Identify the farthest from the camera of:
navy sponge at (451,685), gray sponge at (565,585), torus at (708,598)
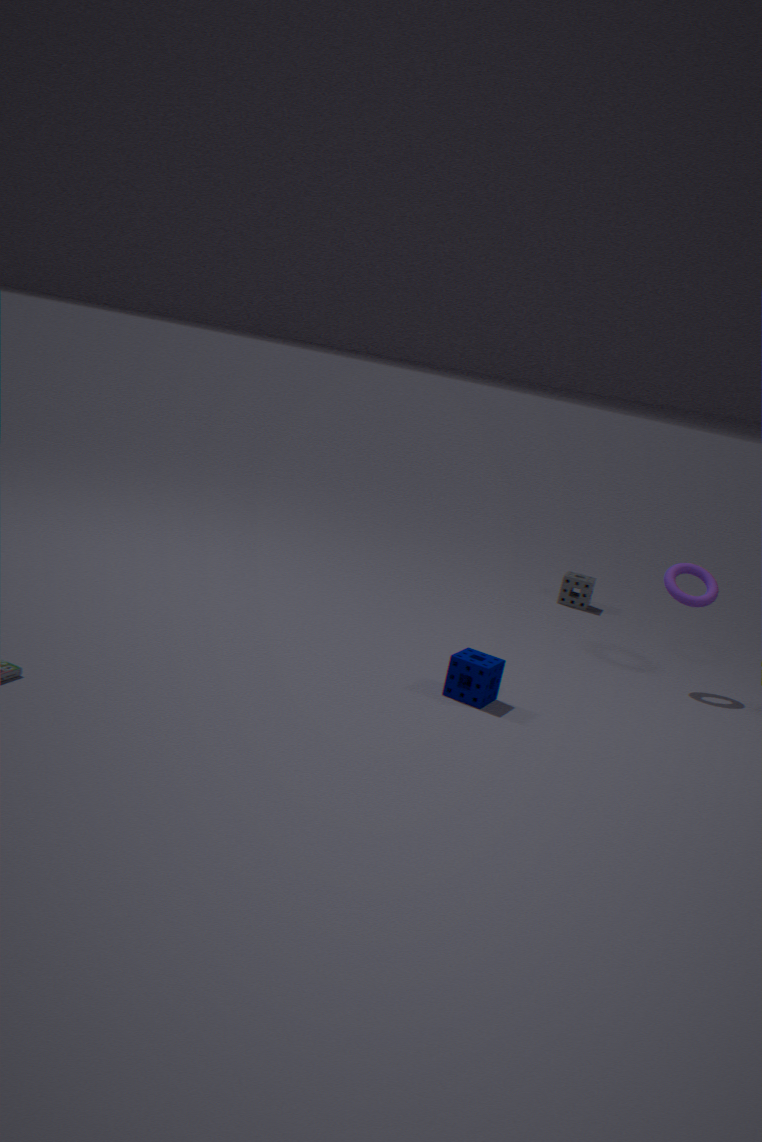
gray sponge at (565,585)
